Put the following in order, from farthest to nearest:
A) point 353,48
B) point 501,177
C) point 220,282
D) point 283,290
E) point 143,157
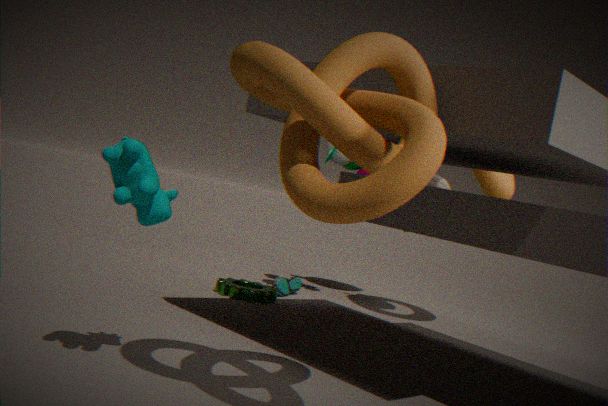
point 283,290, point 220,282, point 501,177, point 143,157, point 353,48
